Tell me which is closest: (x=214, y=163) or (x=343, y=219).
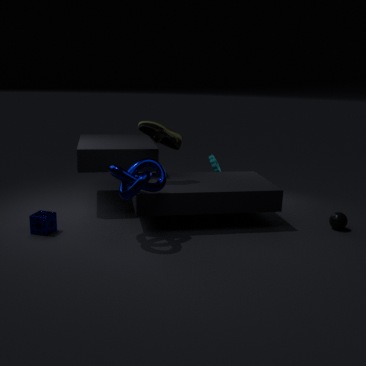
(x=343, y=219)
